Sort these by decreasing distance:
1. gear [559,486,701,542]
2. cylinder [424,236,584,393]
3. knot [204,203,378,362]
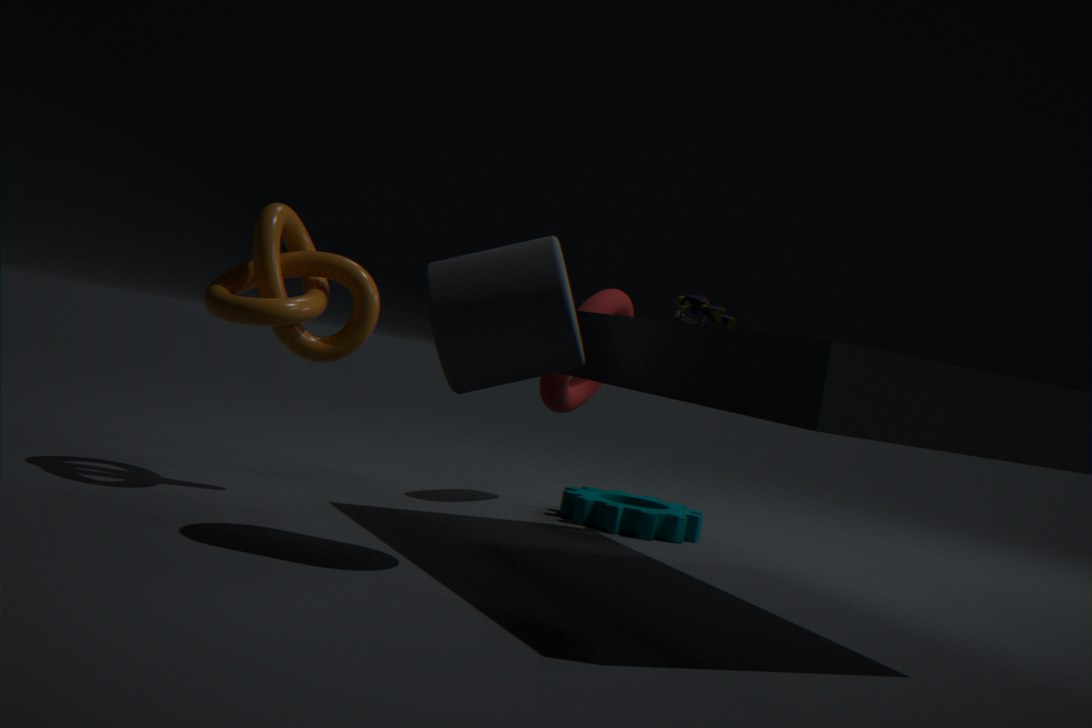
1. gear [559,486,701,542]
2. knot [204,203,378,362]
3. cylinder [424,236,584,393]
